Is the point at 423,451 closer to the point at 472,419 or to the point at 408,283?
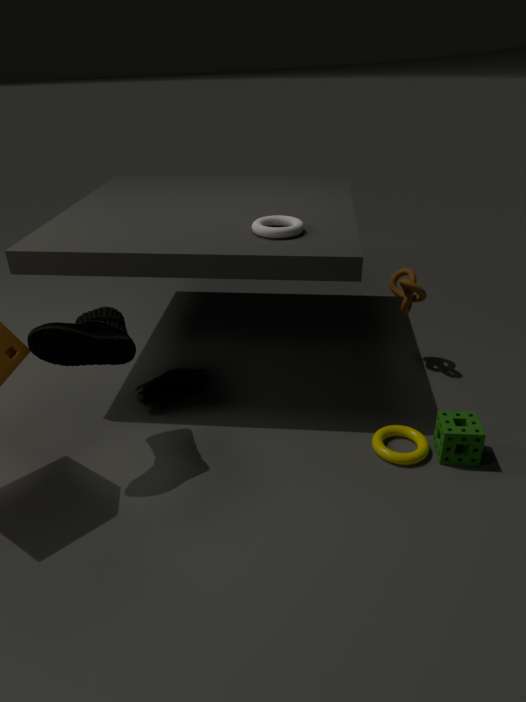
the point at 472,419
